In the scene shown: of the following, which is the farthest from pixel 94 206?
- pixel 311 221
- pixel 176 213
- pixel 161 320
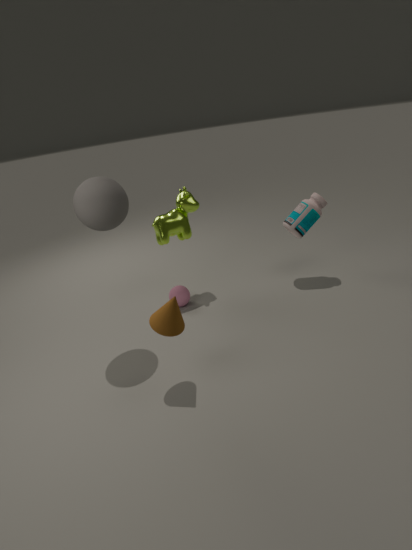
pixel 311 221
